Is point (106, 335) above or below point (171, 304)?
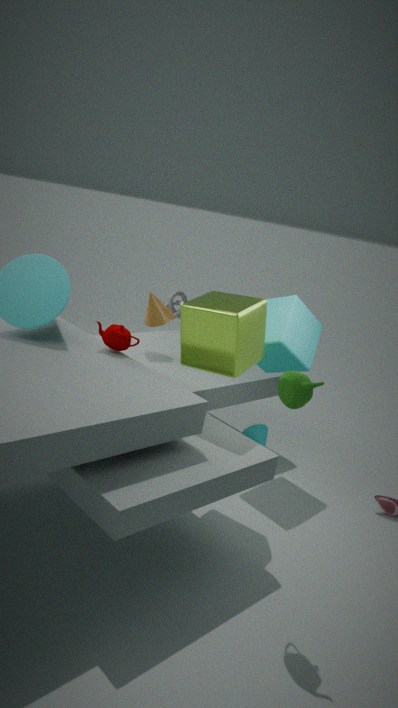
above
